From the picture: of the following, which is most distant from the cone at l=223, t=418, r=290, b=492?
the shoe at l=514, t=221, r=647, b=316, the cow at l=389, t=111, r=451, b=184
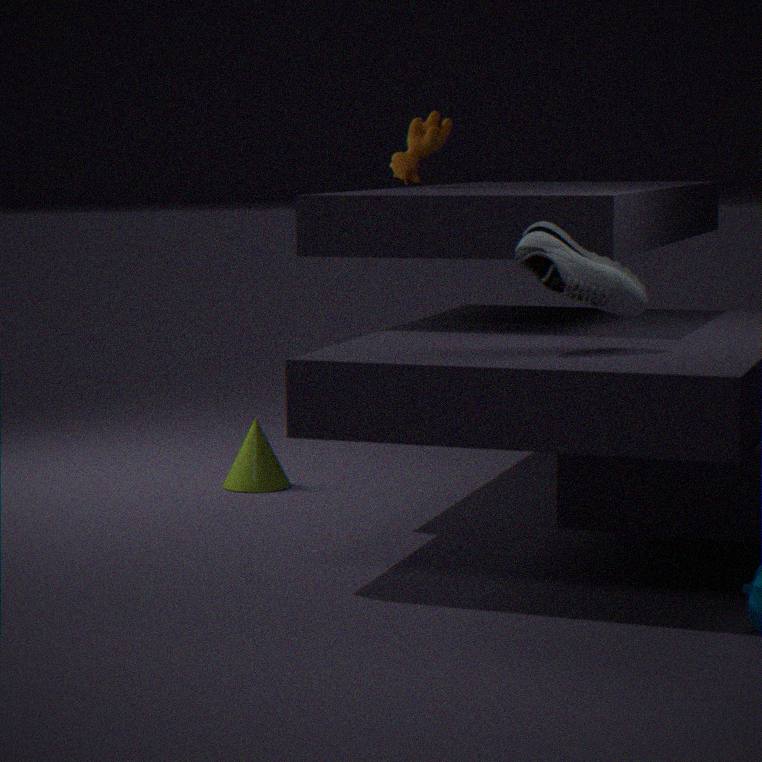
the shoe at l=514, t=221, r=647, b=316
